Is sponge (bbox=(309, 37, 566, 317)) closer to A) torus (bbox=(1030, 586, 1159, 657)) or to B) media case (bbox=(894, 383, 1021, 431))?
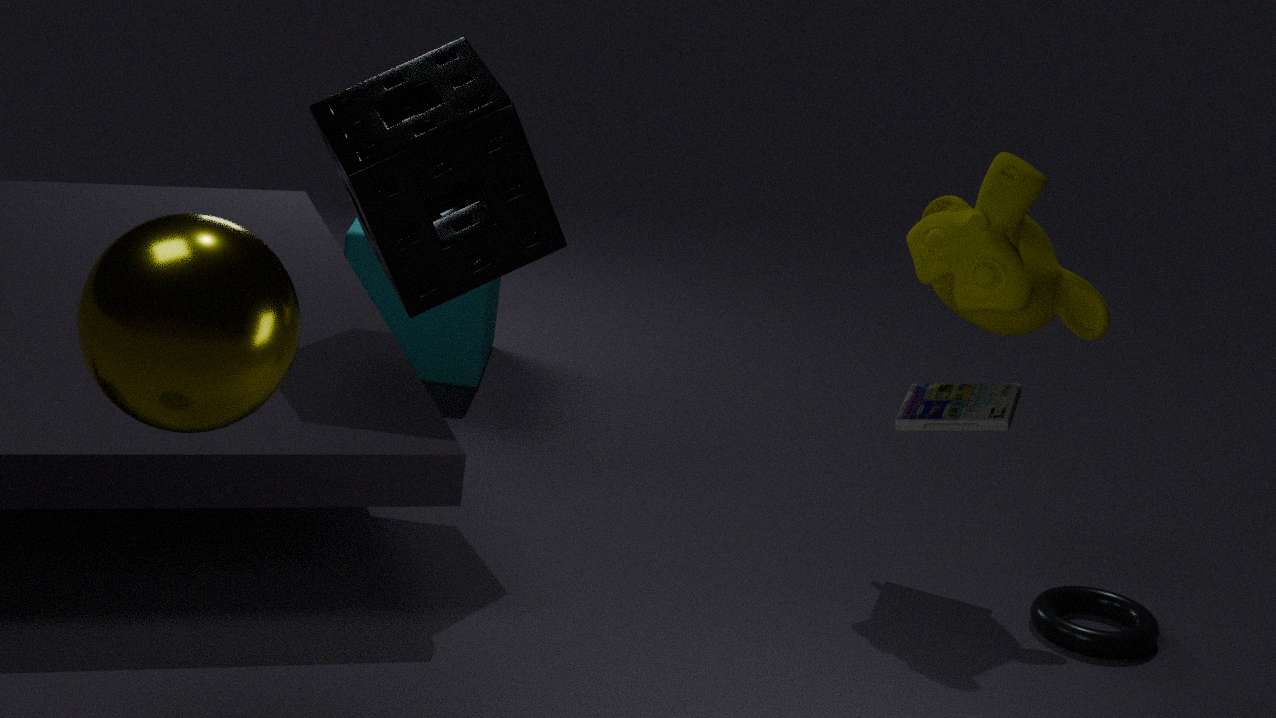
B) media case (bbox=(894, 383, 1021, 431))
